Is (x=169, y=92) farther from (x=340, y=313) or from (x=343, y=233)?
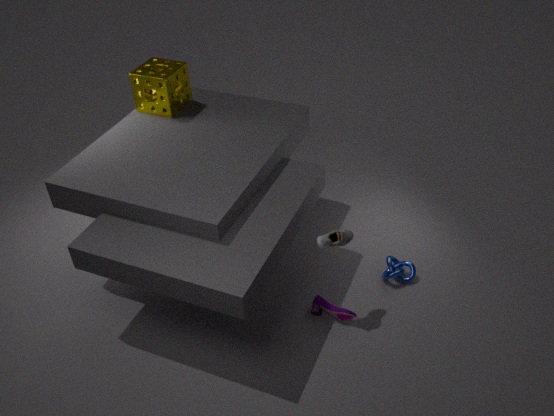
(x=340, y=313)
